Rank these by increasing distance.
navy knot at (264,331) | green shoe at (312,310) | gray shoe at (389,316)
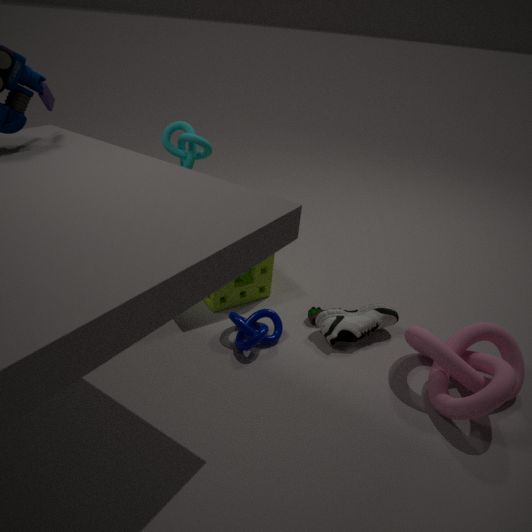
1. navy knot at (264,331)
2. gray shoe at (389,316)
3. green shoe at (312,310)
